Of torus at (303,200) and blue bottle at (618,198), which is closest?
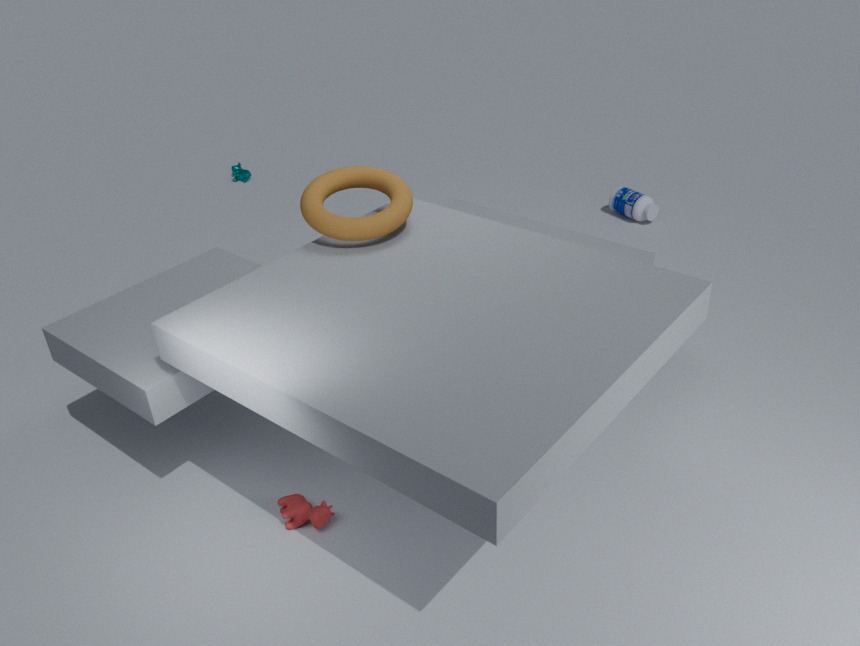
torus at (303,200)
